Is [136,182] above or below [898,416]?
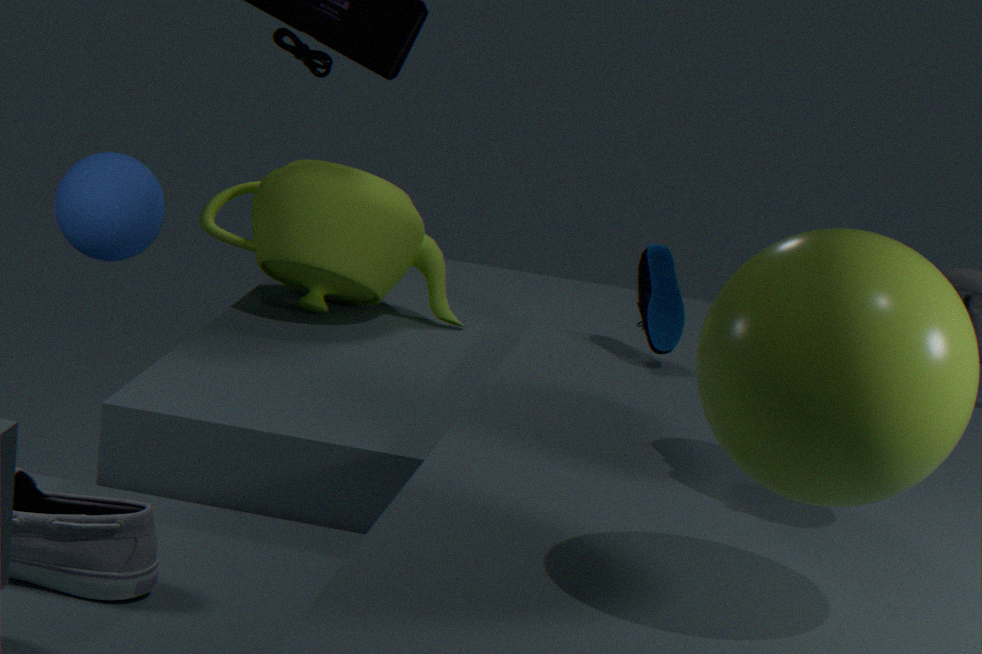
below
